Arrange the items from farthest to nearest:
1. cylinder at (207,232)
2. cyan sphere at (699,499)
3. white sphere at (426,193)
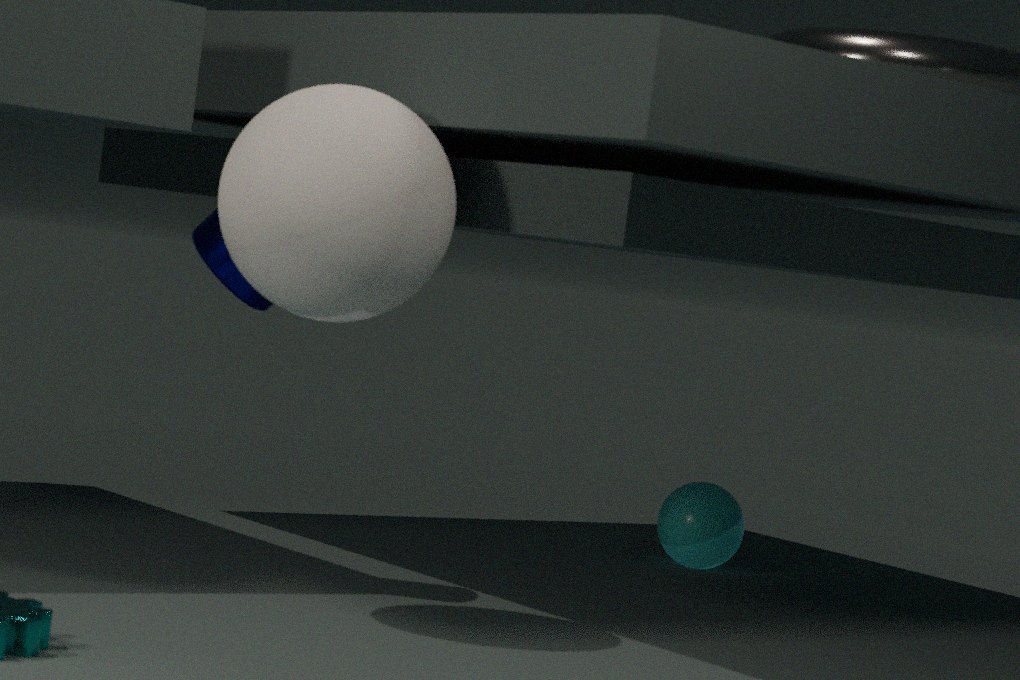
cyan sphere at (699,499) → cylinder at (207,232) → white sphere at (426,193)
